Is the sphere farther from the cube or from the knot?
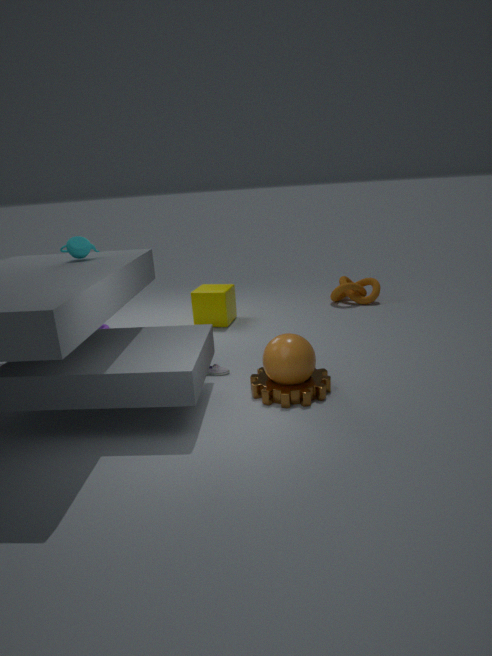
the knot
